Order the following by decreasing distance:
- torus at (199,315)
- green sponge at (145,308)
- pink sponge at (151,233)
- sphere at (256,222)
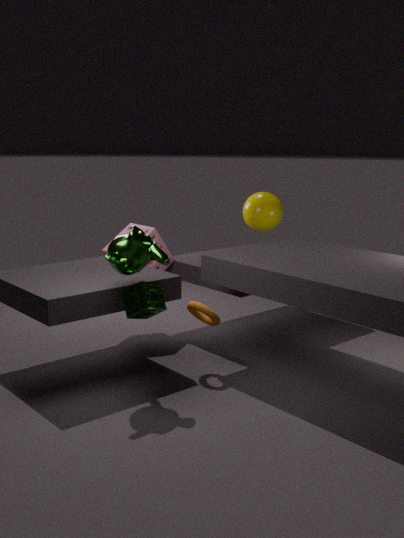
sphere at (256,222) < pink sponge at (151,233) < torus at (199,315) < green sponge at (145,308)
